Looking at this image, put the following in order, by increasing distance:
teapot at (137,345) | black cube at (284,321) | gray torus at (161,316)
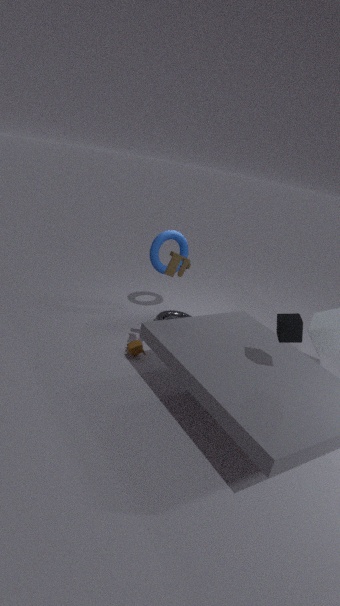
black cube at (284,321), teapot at (137,345), gray torus at (161,316)
